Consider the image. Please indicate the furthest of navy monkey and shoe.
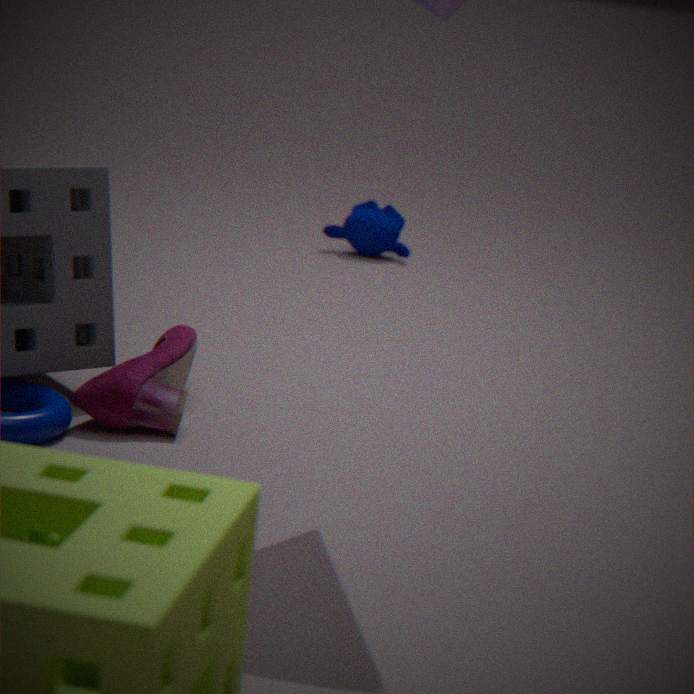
navy monkey
